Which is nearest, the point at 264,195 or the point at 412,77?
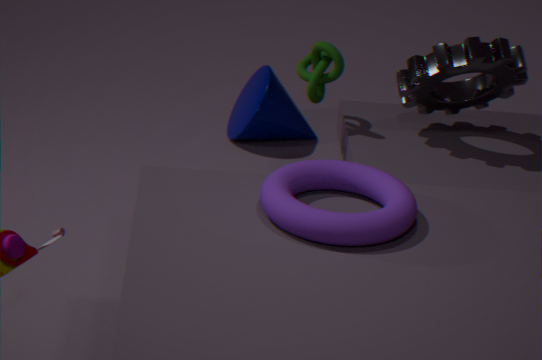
the point at 264,195
